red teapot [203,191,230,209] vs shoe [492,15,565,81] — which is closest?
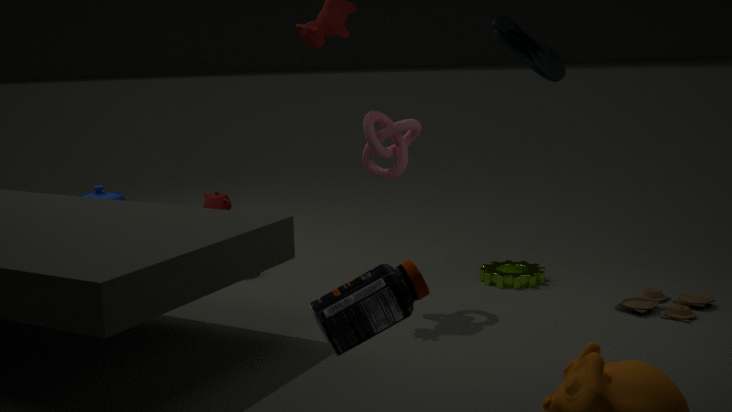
shoe [492,15,565,81]
